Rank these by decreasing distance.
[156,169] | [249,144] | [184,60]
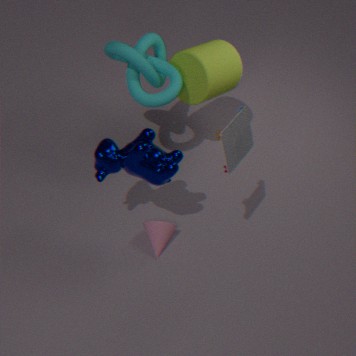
[184,60] → [156,169] → [249,144]
